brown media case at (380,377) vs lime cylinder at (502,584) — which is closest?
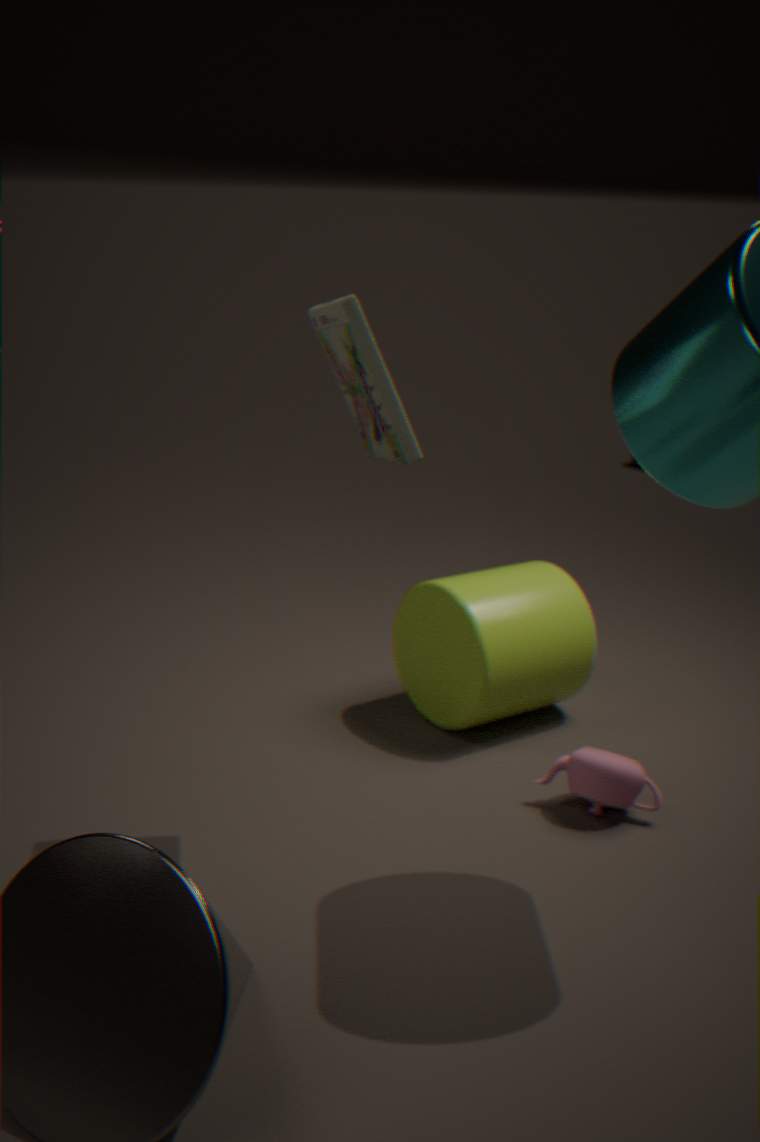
brown media case at (380,377)
